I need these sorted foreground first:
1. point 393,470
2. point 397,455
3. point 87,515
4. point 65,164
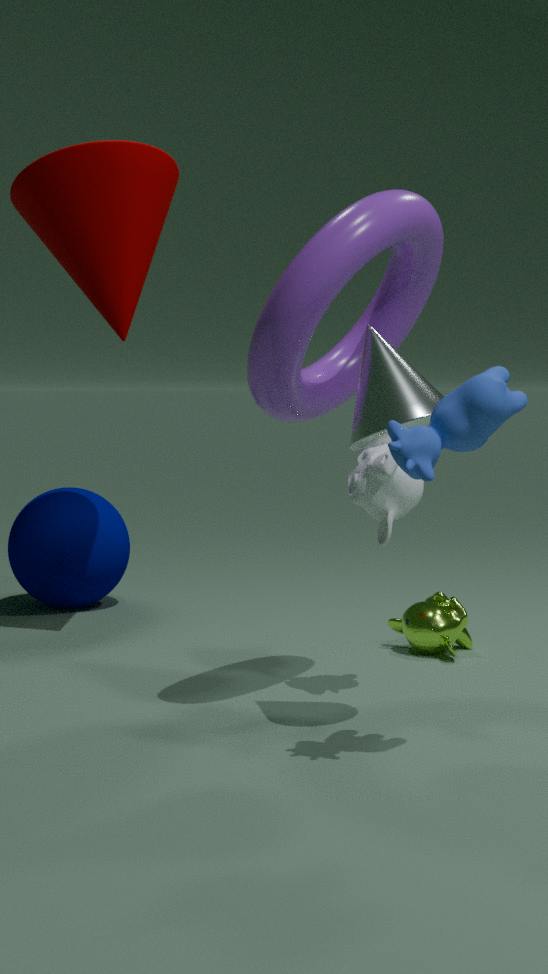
point 397,455 → point 393,470 → point 65,164 → point 87,515
